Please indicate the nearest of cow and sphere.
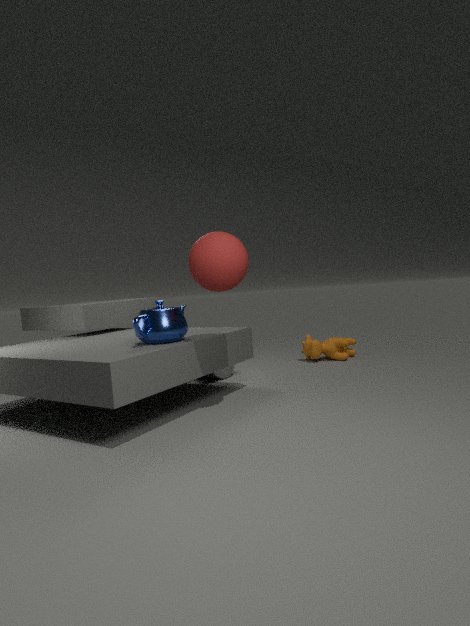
sphere
